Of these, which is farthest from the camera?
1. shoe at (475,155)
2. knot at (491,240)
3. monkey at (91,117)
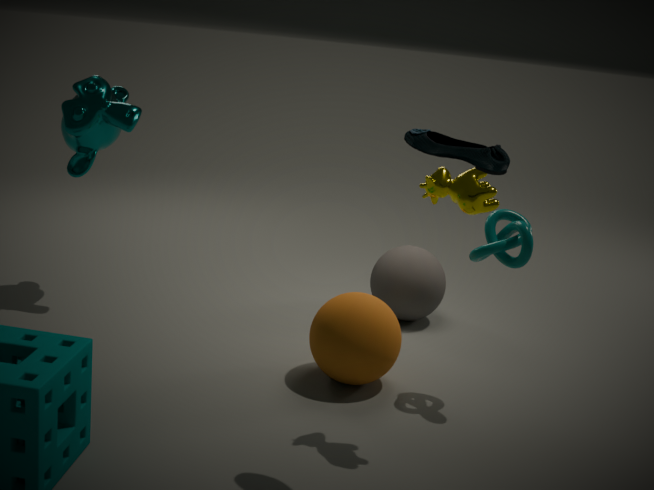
monkey at (91,117)
